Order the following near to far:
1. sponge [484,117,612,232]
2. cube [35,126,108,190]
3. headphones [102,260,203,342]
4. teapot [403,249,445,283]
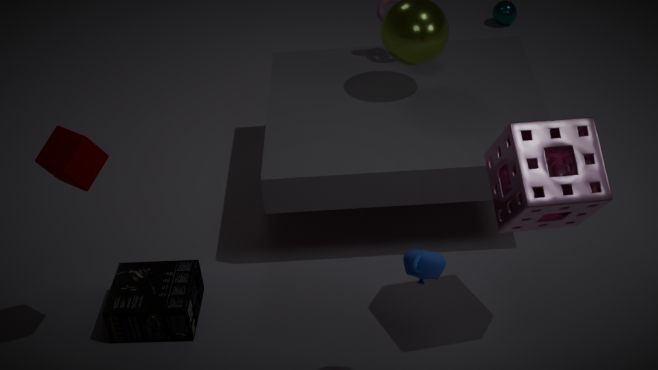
teapot [403,249,445,283] < sponge [484,117,612,232] < cube [35,126,108,190] < headphones [102,260,203,342]
